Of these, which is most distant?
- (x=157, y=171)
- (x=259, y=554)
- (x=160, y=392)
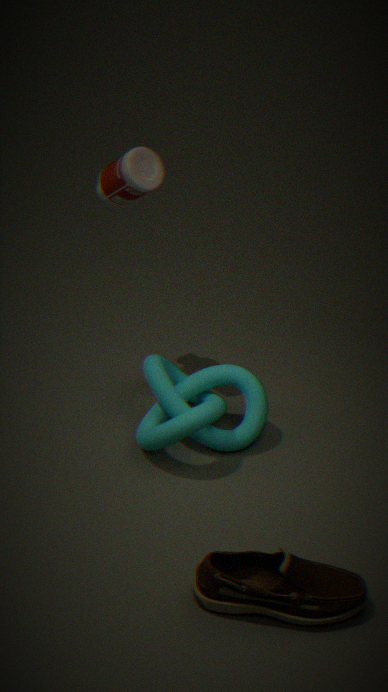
(x=157, y=171)
